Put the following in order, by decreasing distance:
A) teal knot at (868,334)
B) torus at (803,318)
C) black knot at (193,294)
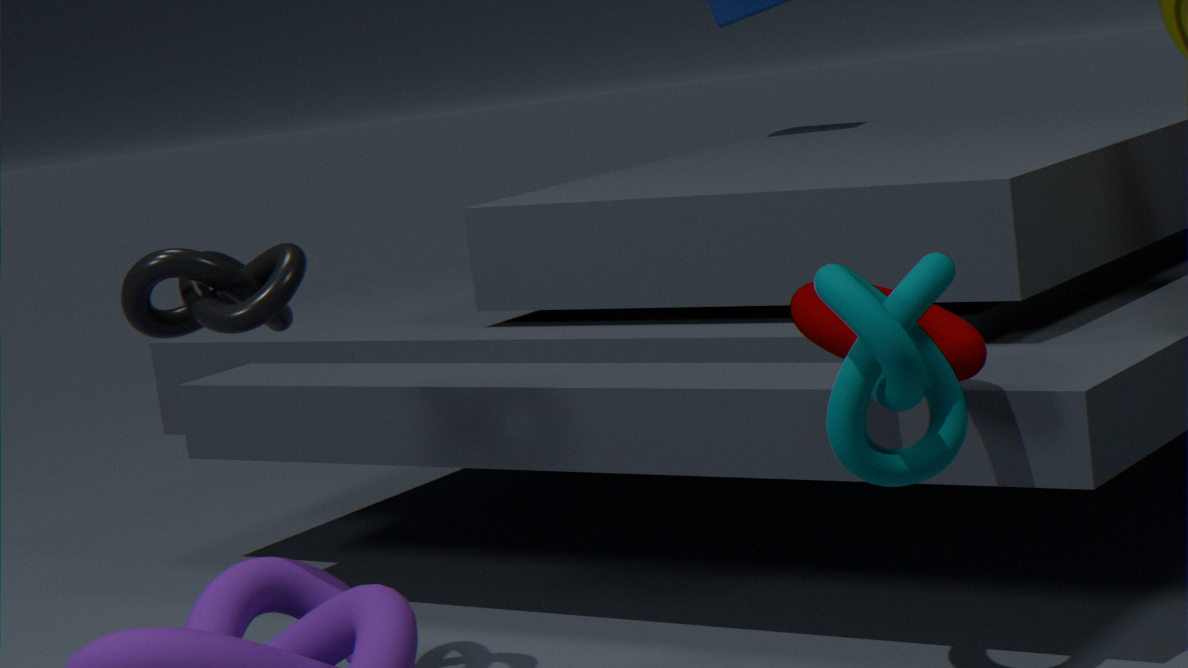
1. black knot at (193,294)
2. torus at (803,318)
3. teal knot at (868,334)
